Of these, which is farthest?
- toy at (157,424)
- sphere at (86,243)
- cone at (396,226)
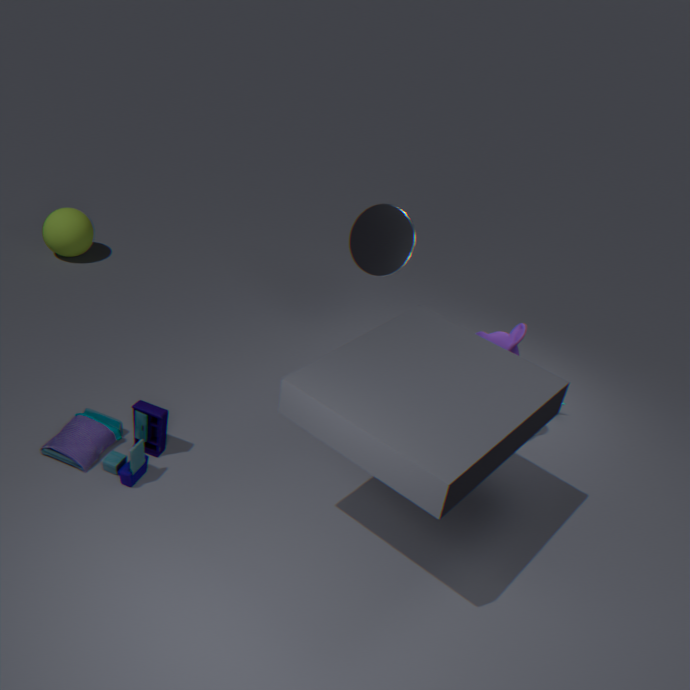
sphere at (86,243)
